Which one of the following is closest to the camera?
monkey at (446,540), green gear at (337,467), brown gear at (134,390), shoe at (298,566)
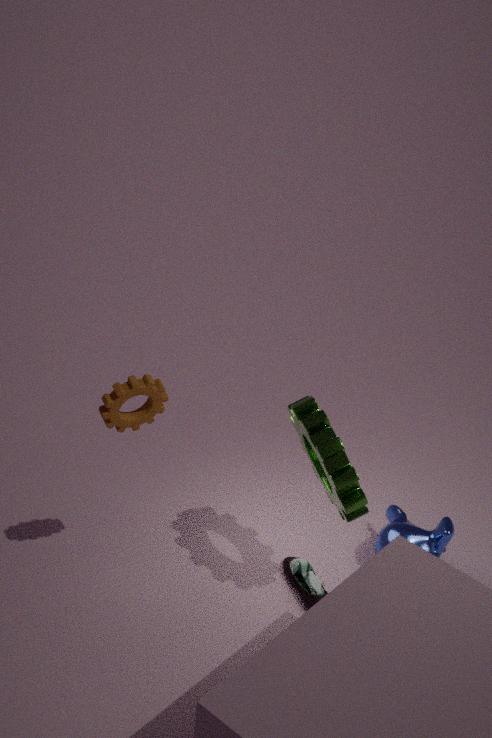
brown gear at (134,390)
